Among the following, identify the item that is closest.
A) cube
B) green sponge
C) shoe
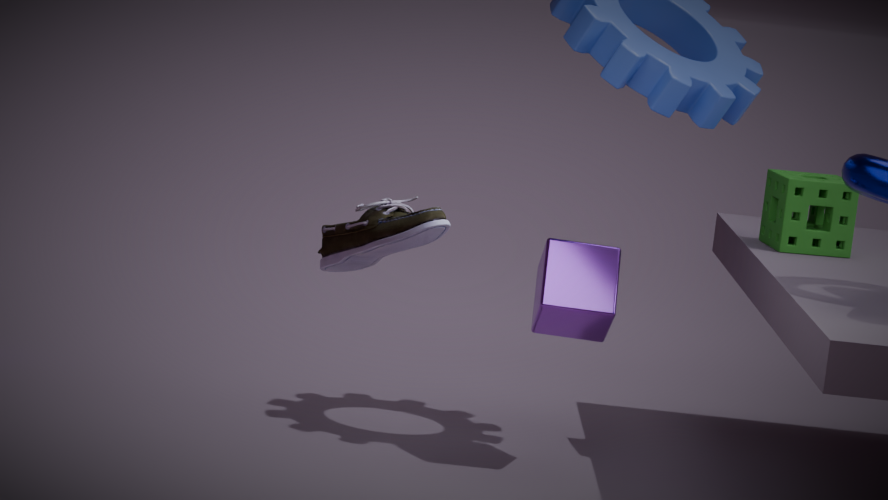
shoe
